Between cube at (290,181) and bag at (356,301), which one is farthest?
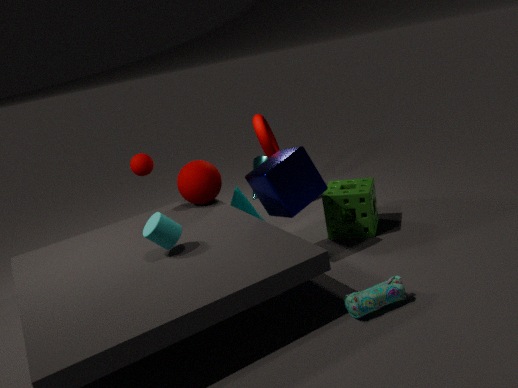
cube at (290,181)
